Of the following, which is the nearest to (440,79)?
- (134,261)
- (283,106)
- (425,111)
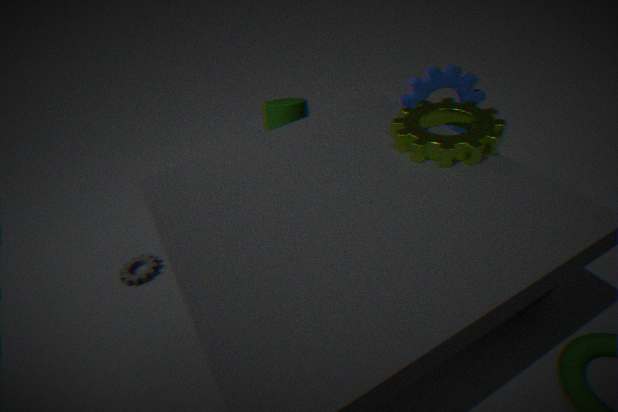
(425,111)
